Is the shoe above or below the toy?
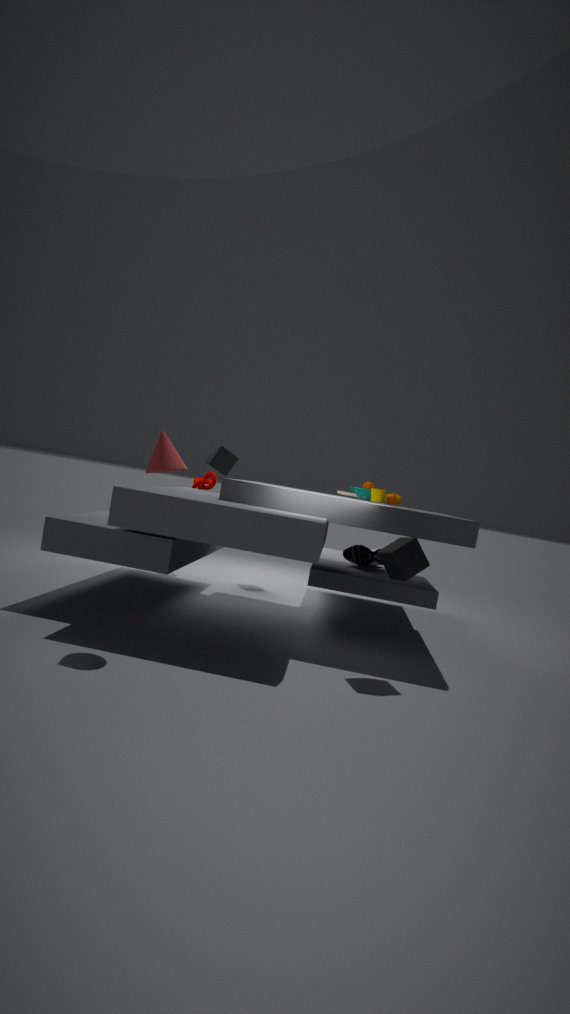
below
